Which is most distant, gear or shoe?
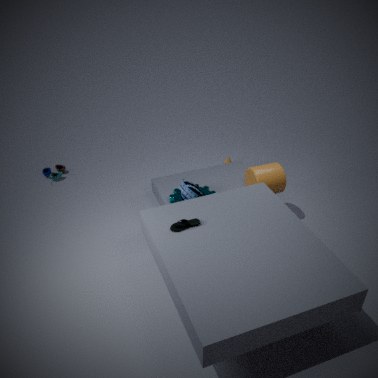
gear
